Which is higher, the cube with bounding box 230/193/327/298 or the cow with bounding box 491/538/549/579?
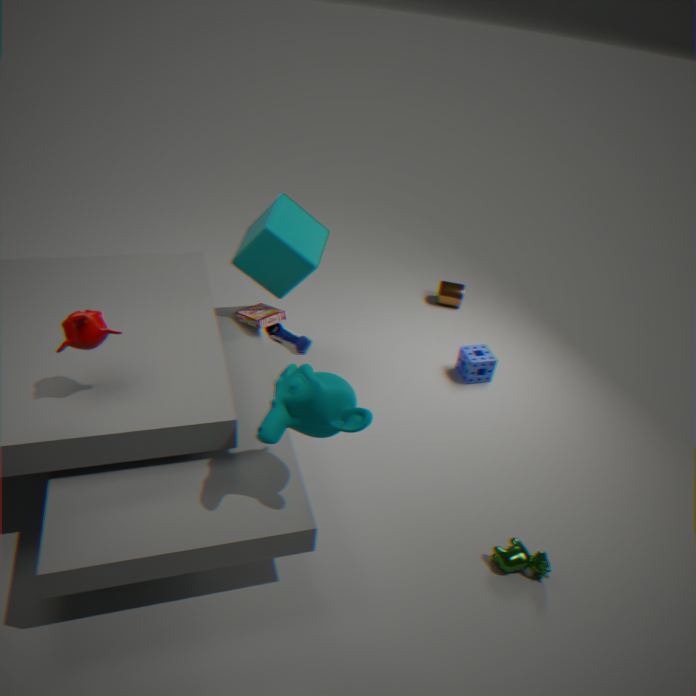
the cube with bounding box 230/193/327/298
